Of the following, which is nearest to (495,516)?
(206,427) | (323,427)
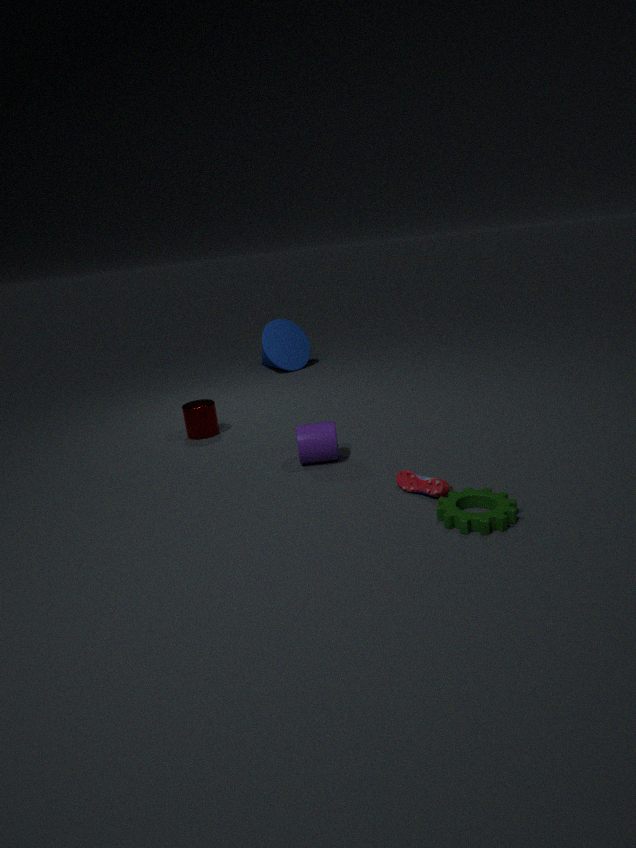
(323,427)
